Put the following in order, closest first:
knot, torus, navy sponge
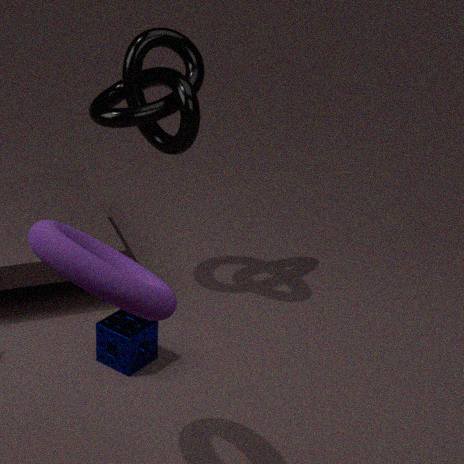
torus
navy sponge
knot
